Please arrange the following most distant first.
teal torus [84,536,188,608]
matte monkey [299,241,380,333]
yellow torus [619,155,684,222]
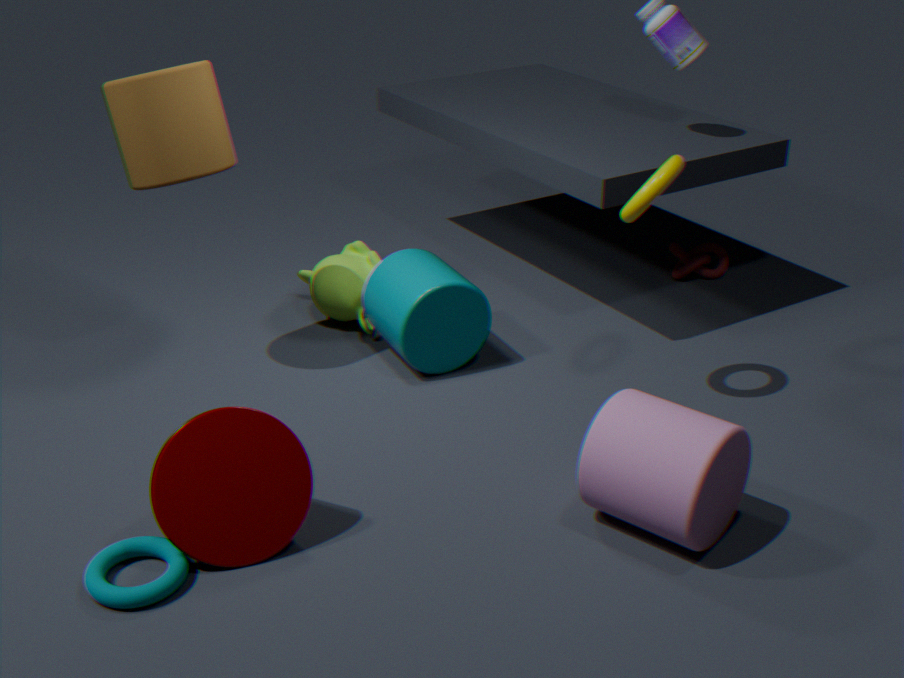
matte monkey [299,241,380,333], yellow torus [619,155,684,222], teal torus [84,536,188,608]
